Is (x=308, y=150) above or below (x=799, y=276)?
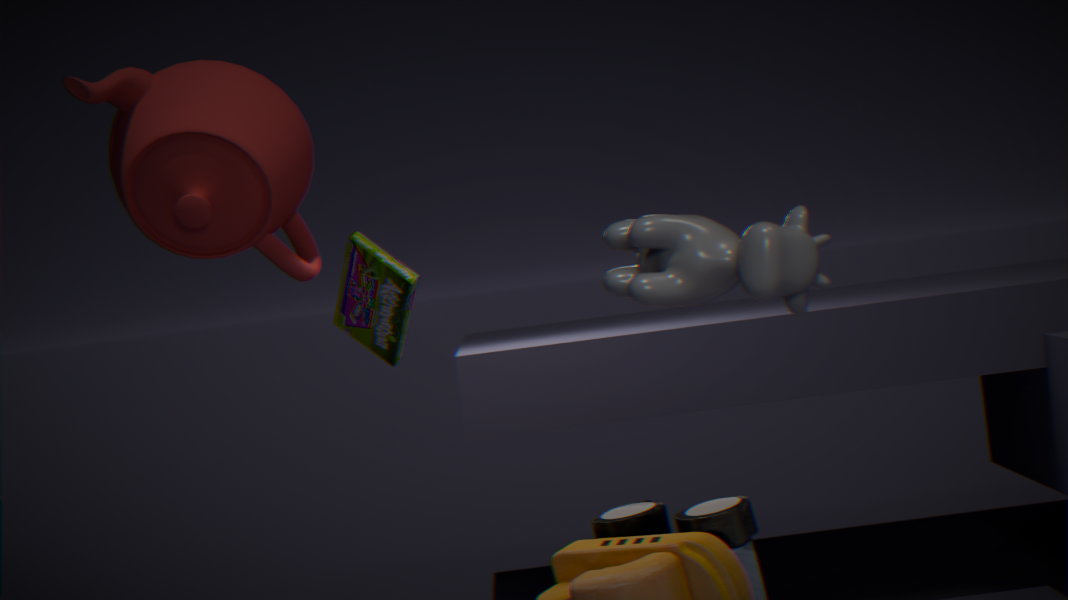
above
